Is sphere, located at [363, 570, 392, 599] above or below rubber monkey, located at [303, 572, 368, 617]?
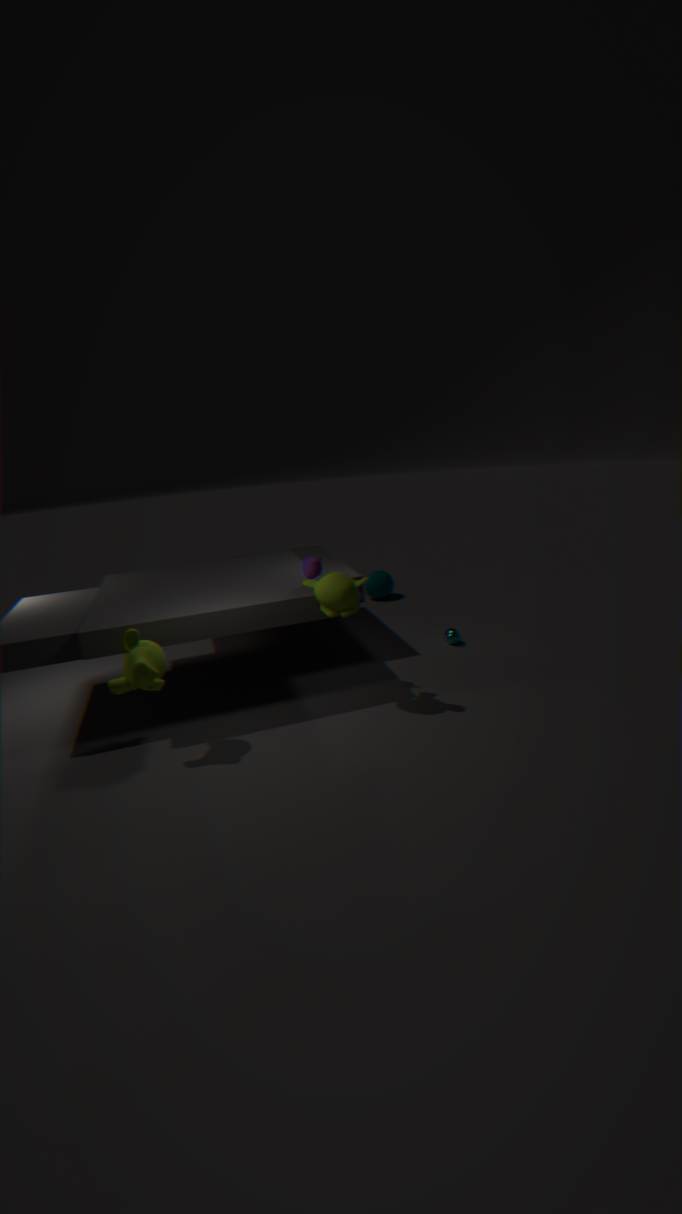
below
